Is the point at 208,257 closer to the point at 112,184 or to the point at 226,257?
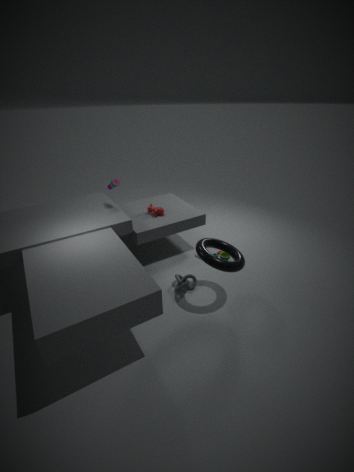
the point at 226,257
